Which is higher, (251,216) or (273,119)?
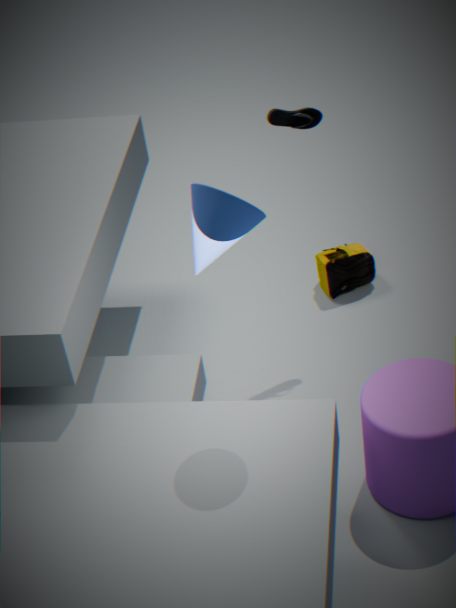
(251,216)
